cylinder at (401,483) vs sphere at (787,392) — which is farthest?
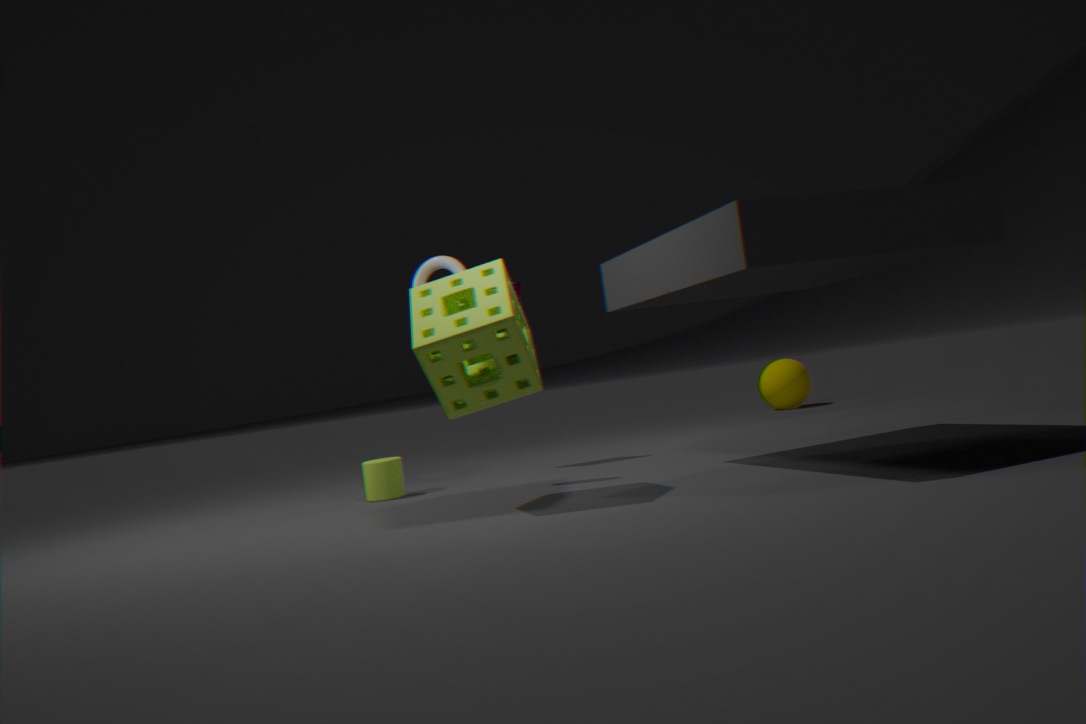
sphere at (787,392)
